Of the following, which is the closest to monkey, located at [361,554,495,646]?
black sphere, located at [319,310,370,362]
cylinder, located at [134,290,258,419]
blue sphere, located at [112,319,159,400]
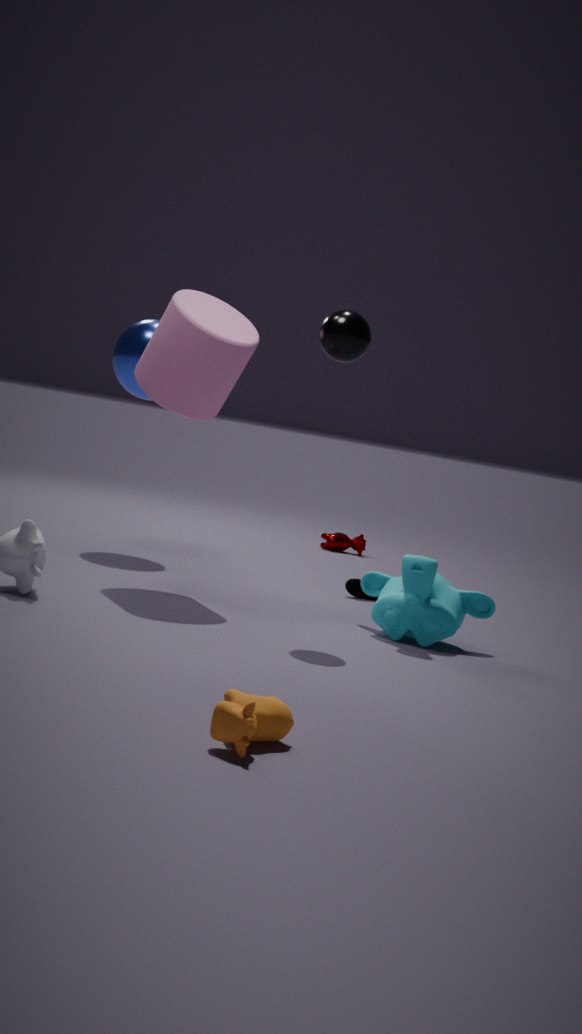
black sphere, located at [319,310,370,362]
